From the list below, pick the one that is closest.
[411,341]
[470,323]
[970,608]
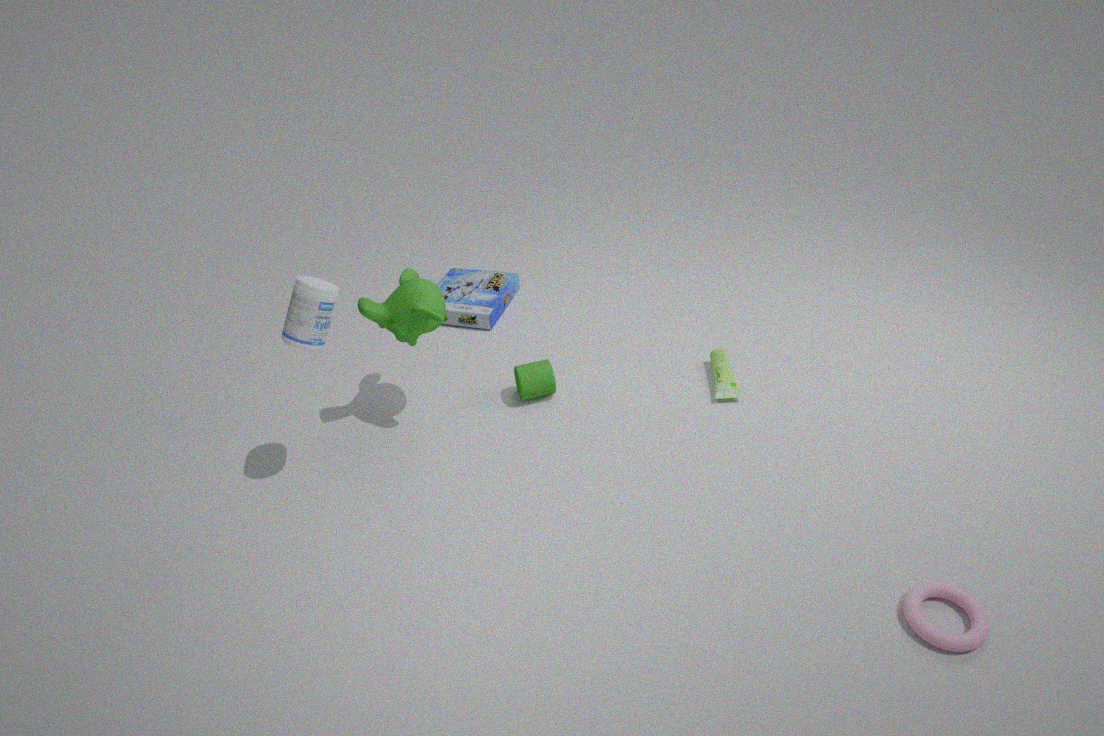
[970,608]
